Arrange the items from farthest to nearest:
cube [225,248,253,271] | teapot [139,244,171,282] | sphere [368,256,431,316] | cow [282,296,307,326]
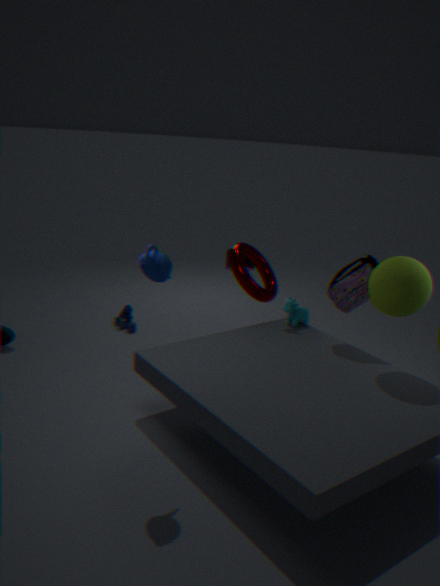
cube [225,248,253,271]
cow [282,296,307,326]
sphere [368,256,431,316]
teapot [139,244,171,282]
